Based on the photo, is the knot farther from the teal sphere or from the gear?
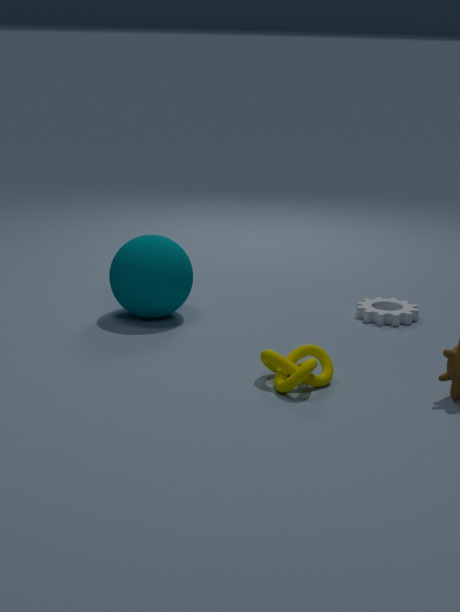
the gear
